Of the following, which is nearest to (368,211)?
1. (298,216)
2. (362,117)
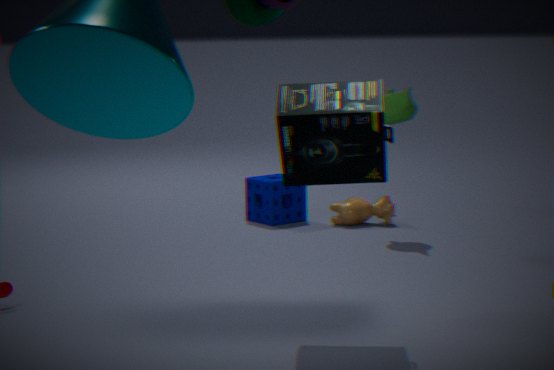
(298,216)
